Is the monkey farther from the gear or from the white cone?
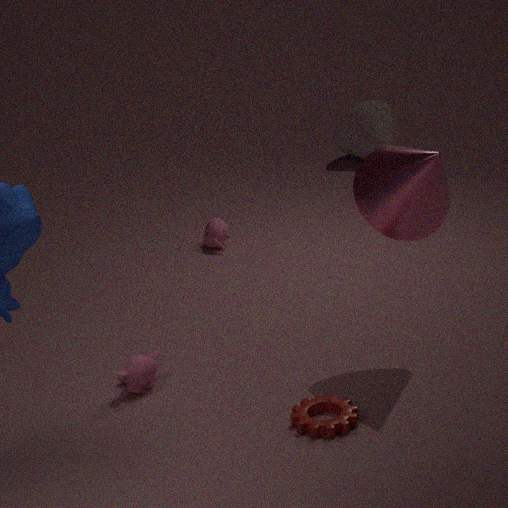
the white cone
